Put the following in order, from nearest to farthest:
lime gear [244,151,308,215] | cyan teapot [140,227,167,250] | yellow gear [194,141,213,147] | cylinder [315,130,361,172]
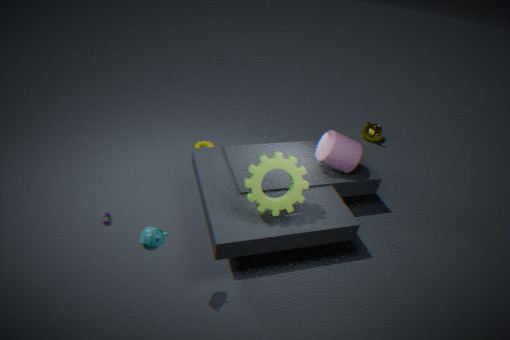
cyan teapot [140,227,167,250] < lime gear [244,151,308,215] < cylinder [315,130,361,172] < yellow gear [194,141,213,147]
